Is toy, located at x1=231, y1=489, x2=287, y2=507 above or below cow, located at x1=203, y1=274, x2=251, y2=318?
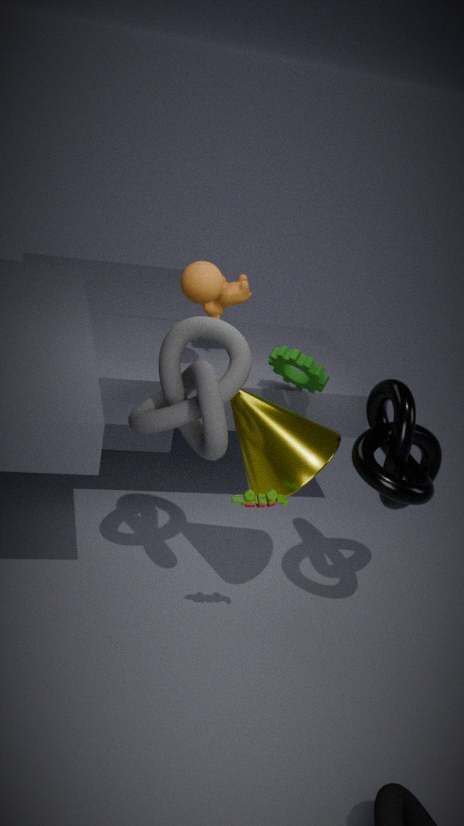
below
